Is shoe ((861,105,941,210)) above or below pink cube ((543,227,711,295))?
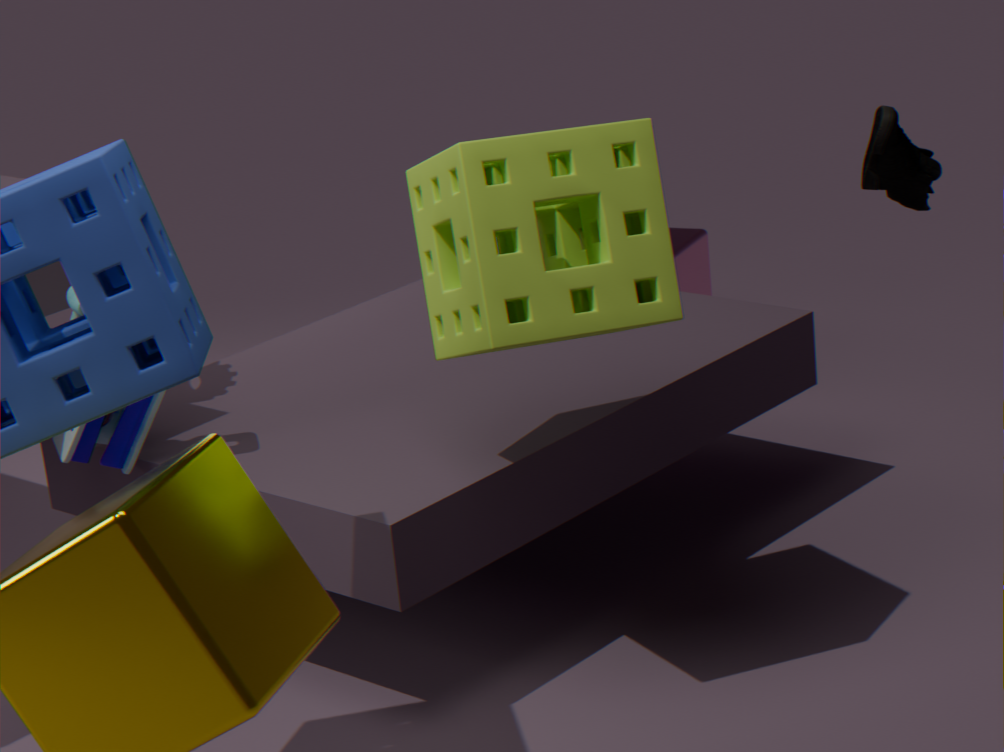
above
